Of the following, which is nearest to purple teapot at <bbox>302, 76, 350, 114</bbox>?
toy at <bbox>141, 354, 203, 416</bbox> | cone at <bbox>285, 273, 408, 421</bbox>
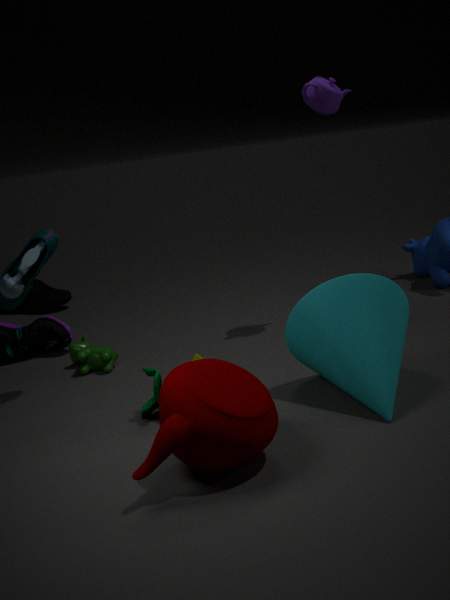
cone at <bbox>285, 273, 408, 421</bbox>
